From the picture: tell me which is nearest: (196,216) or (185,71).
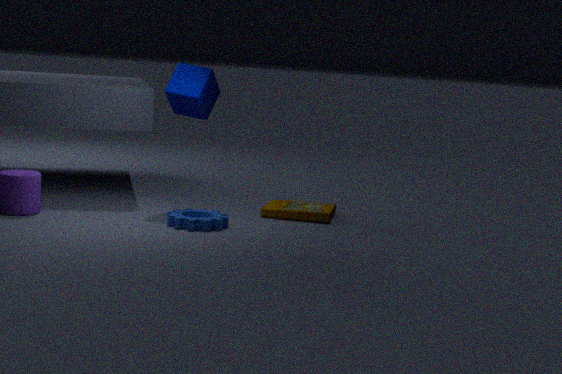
(196,216)
